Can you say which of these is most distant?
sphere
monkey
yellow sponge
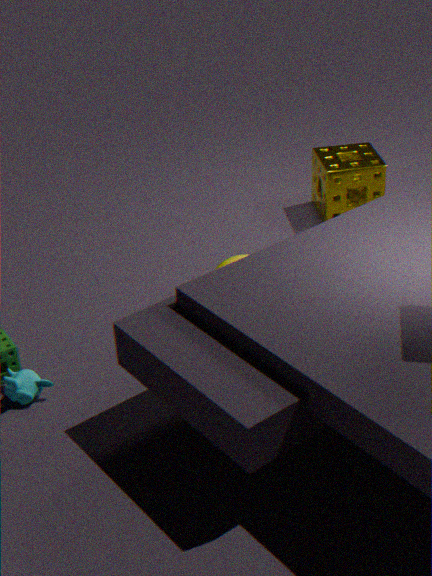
yellow sponge
